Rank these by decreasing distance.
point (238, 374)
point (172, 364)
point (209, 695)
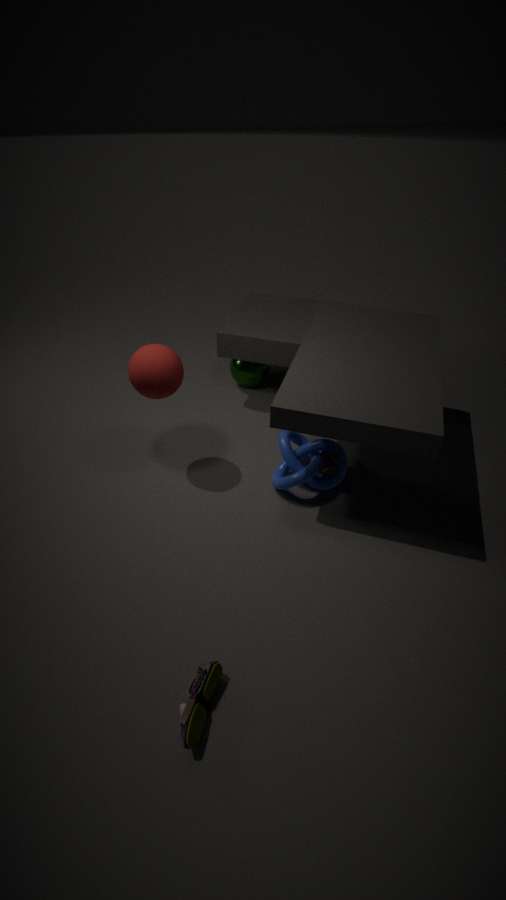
point (238, 374) < point (172, 364) < point (209, 695)
